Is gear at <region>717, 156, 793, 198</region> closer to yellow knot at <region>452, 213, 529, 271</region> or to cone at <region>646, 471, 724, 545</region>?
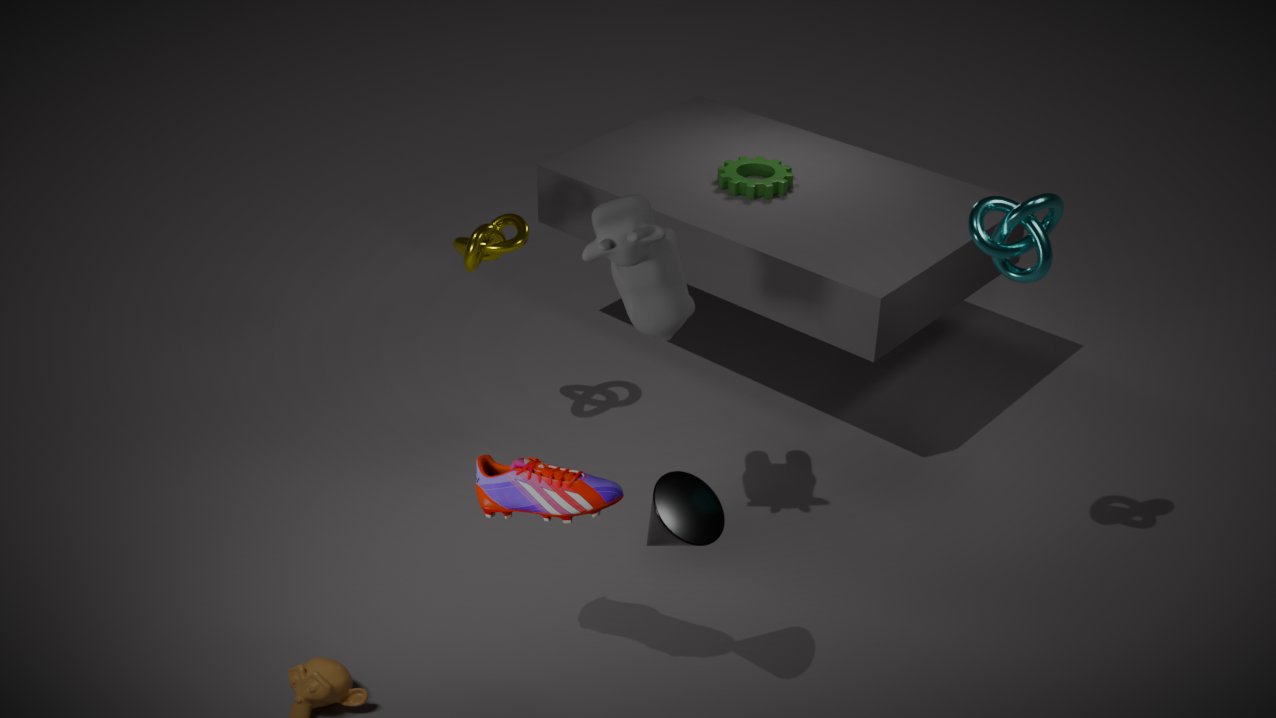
yellow knot at <region>452, 213, 529, 271</region>
